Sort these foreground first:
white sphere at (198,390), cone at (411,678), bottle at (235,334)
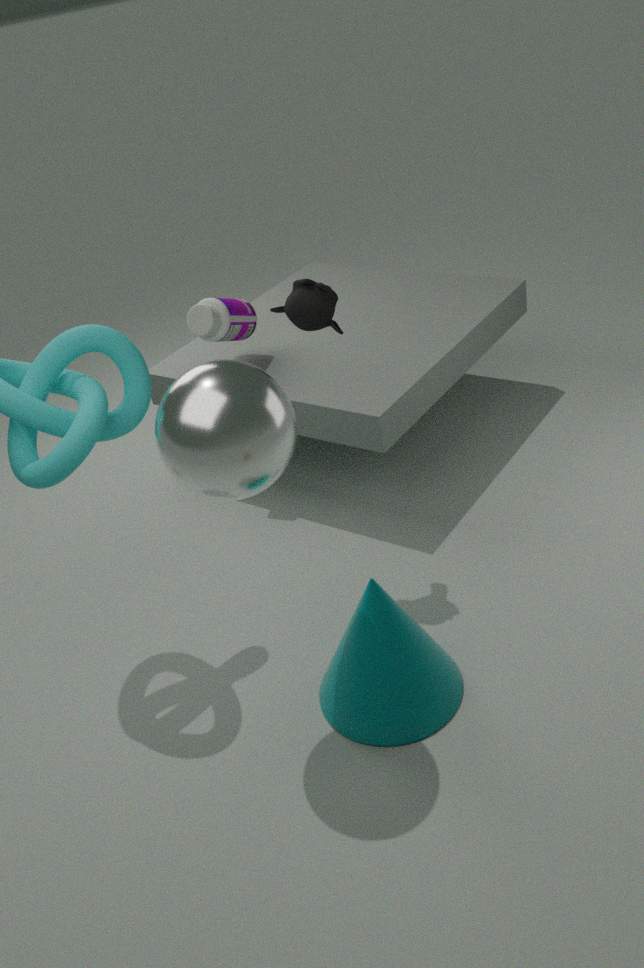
white sphere at (198,390) → cone at (411,678) → bottle at (235,334)
